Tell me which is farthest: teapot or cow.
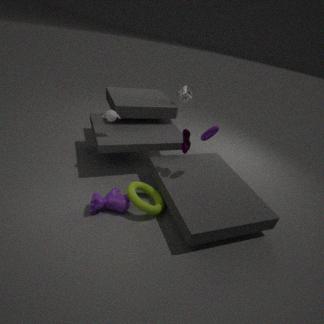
teapot
